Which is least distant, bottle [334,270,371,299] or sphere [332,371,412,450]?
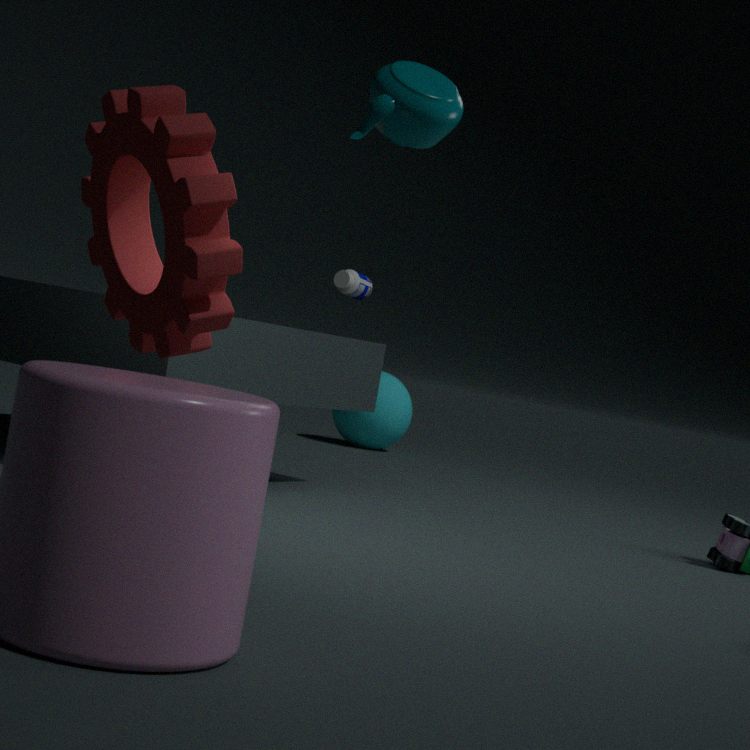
bottle [334,270,371,299]
